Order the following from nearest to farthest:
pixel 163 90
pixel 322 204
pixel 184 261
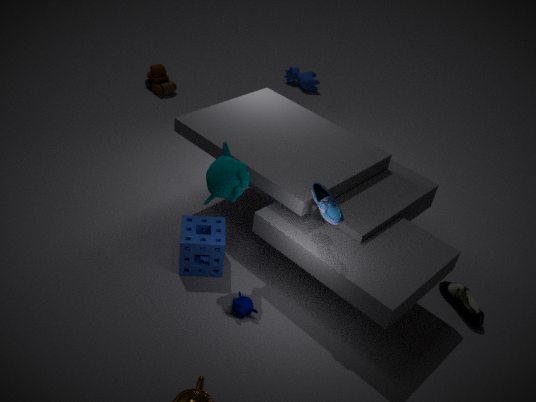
pixel 322 204 → pixel 184 261 → pixel 163 90
